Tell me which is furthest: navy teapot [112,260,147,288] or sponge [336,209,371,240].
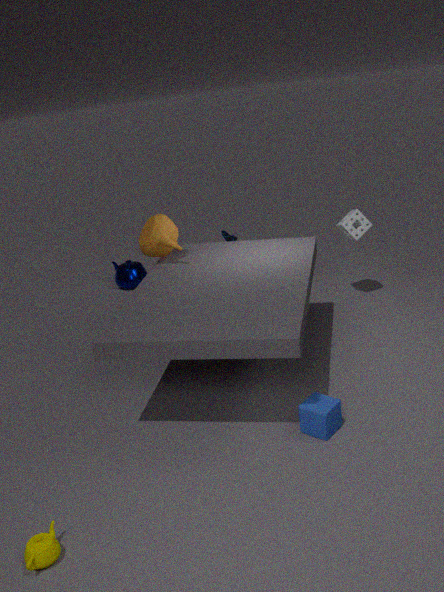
navy teapot [112,260,147,288]
